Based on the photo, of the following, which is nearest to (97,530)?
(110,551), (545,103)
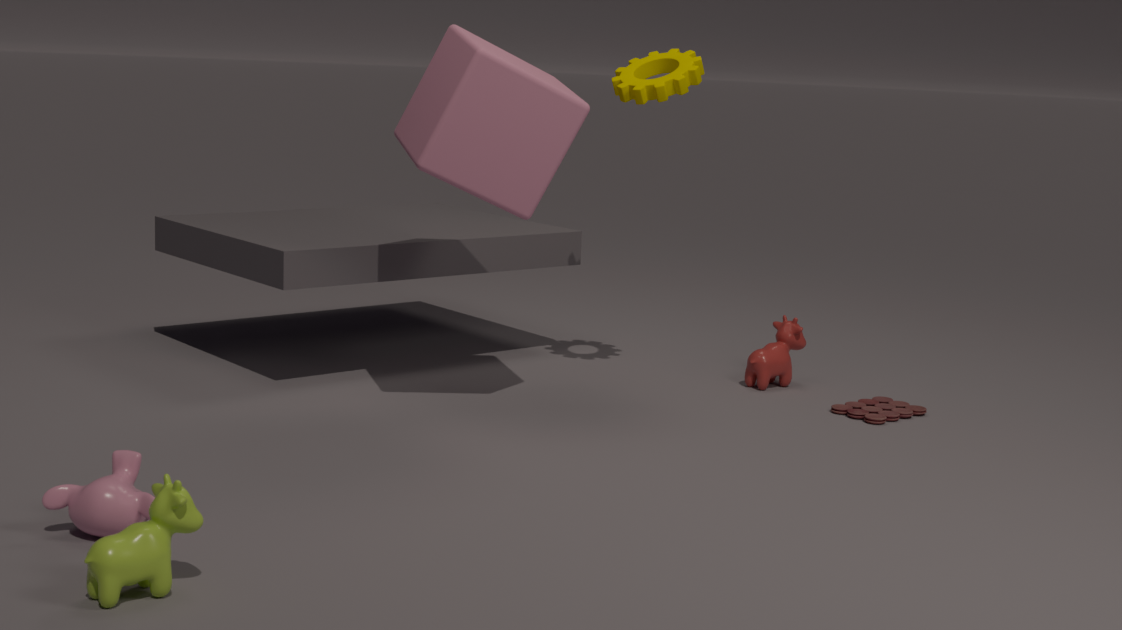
(110,551)
